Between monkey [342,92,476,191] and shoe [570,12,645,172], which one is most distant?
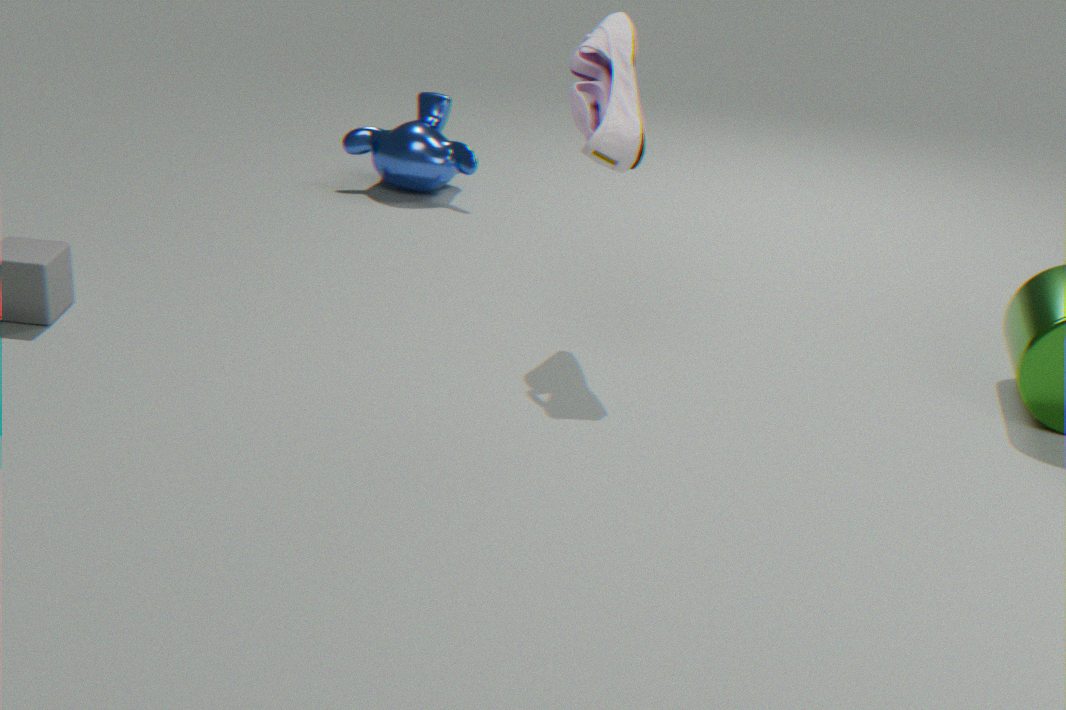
monkey [342,92,476,191]
